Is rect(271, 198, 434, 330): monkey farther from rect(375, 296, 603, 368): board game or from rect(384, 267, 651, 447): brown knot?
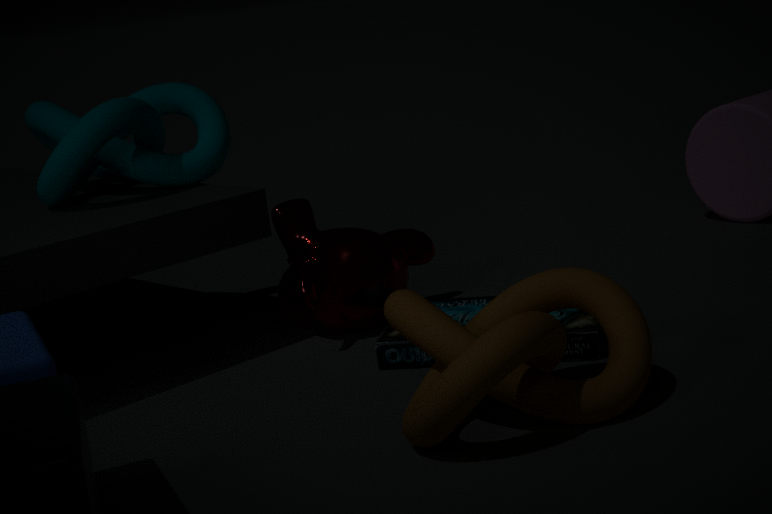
rect(384, 267, 651, 447): brown knot
